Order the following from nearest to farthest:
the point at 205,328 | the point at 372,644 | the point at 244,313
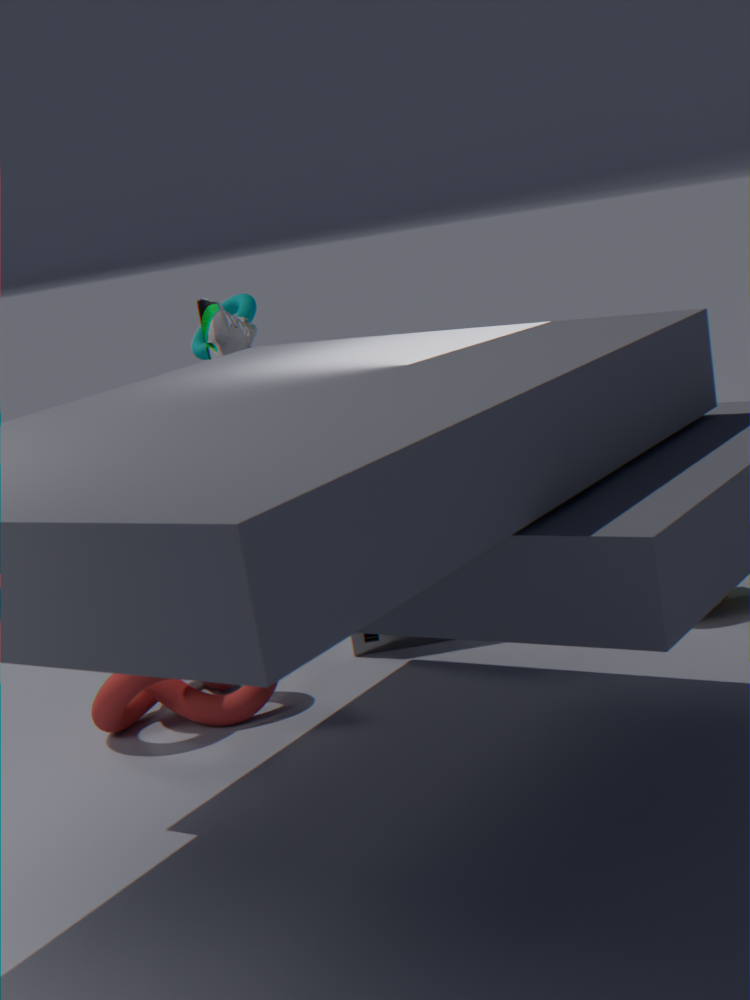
the point at 205,328 → the point at 372,644 → the point at 244,313
